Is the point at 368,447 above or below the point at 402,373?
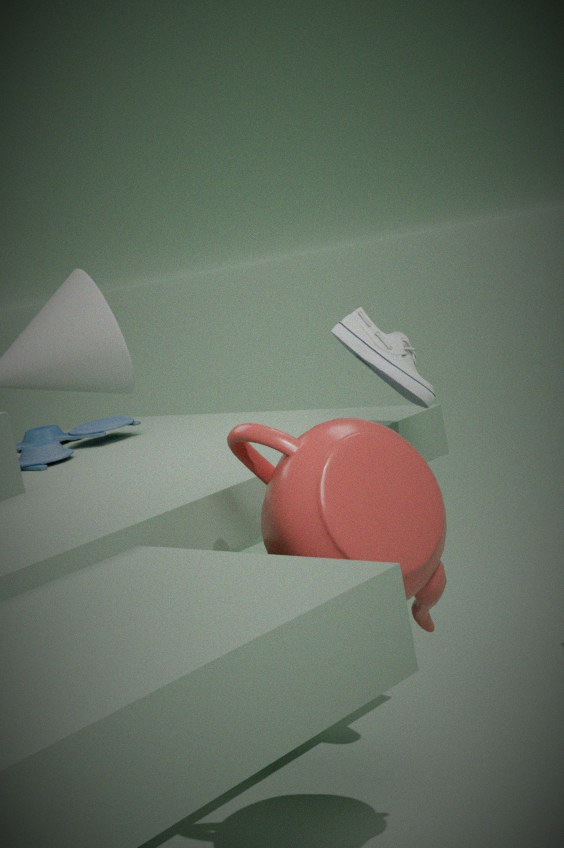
below
